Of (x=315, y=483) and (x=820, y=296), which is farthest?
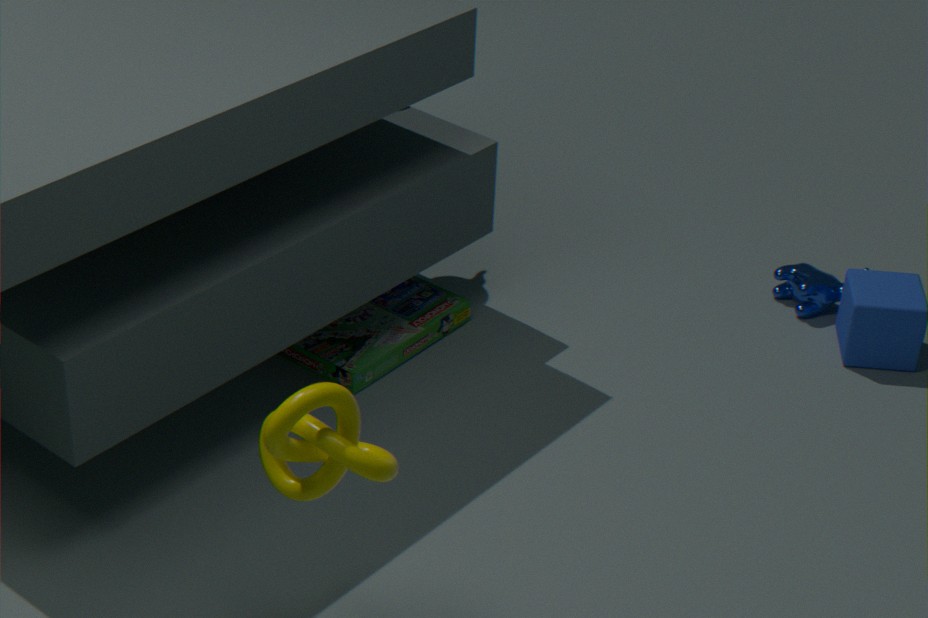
(x=820, y=296)
